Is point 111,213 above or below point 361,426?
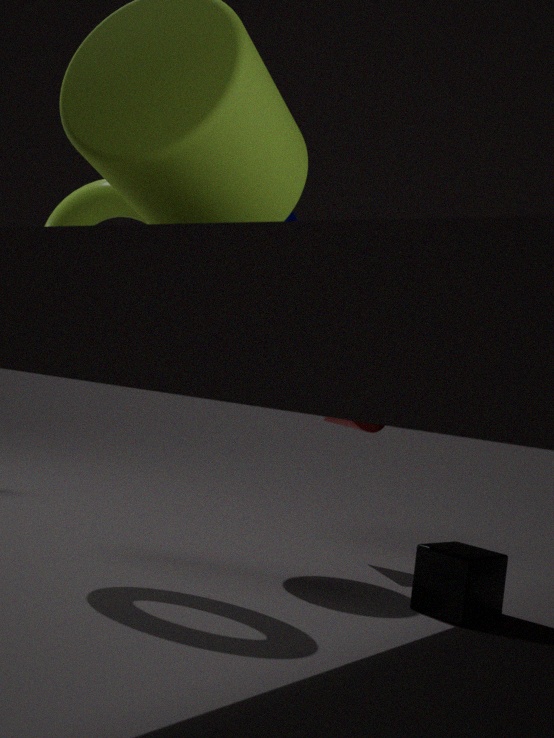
above
